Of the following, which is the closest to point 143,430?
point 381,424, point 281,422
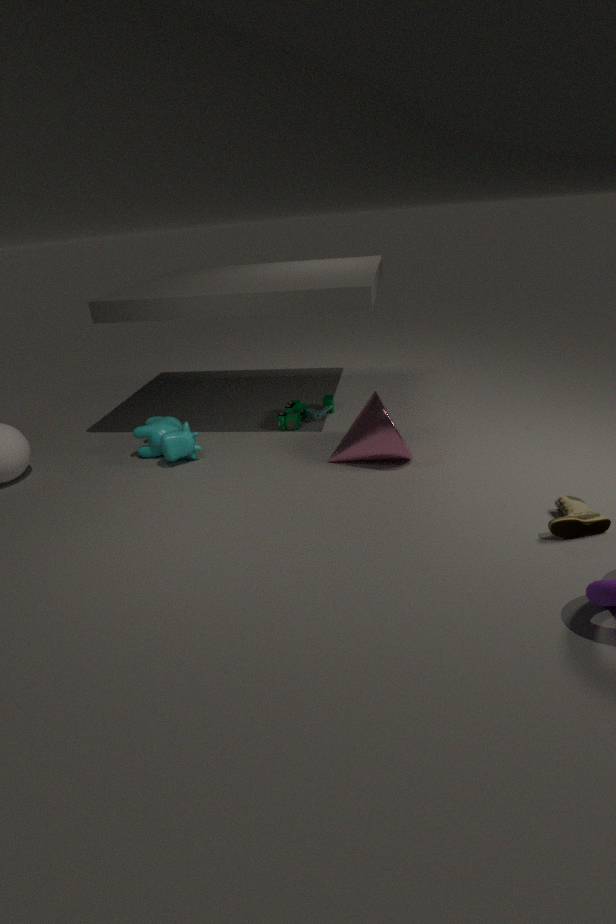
point 281,422
